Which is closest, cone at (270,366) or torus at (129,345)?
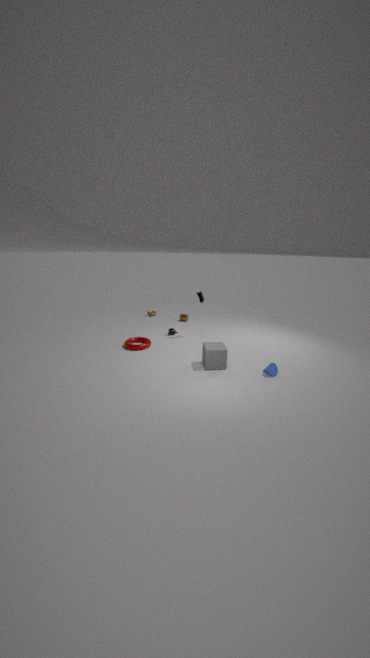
cone at (270,366)
